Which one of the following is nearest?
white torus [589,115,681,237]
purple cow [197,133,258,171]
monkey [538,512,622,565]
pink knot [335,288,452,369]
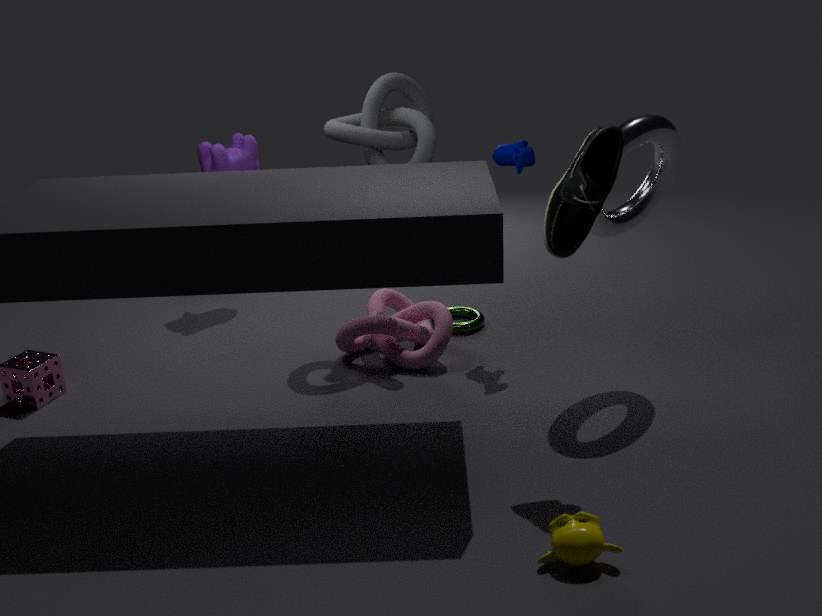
monkey [538,512,622,565]
